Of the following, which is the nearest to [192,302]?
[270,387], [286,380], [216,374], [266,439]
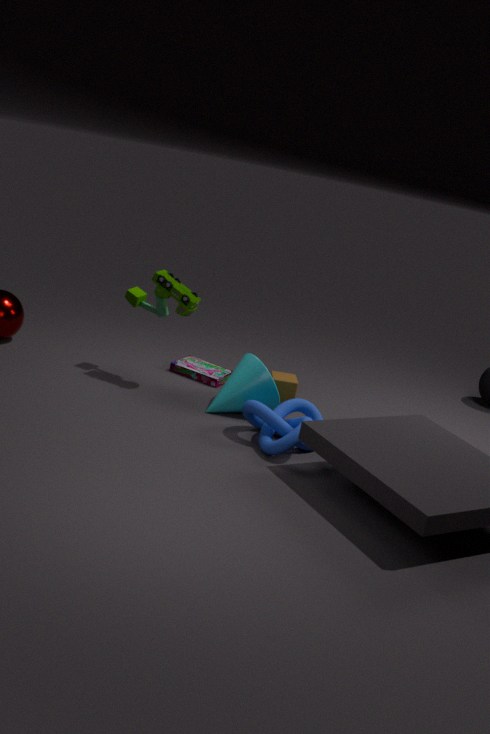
[216,374]
